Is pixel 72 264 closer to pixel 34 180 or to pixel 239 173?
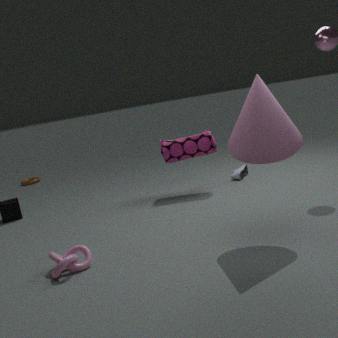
pixel 239 173
